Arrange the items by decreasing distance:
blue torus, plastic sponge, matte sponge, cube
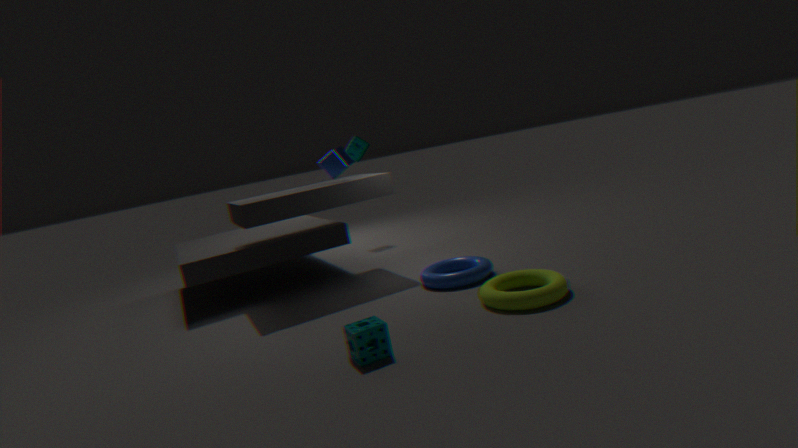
matte sponge, cube, blue torus, plastic sponge
